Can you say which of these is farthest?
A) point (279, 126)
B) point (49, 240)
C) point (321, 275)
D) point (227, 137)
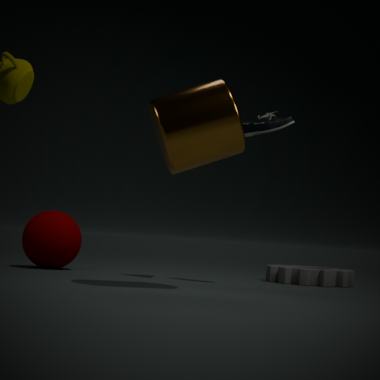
point (321, 275)
